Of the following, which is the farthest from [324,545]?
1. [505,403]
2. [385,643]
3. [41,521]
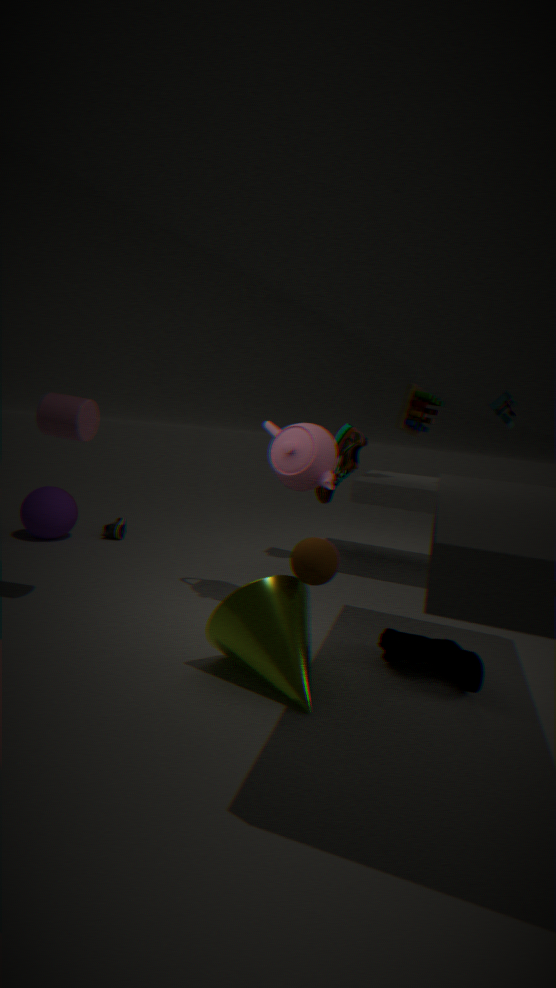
[41,521]
